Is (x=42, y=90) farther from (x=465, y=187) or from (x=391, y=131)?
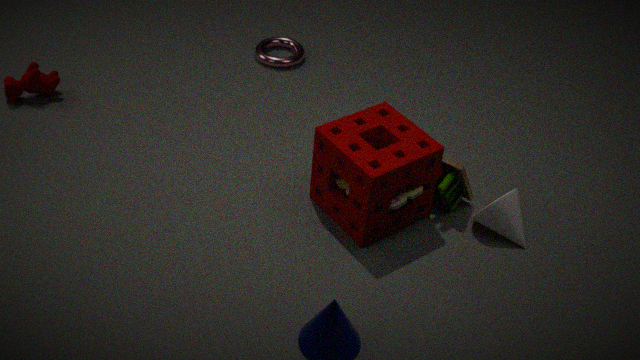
(x=465, y=187)
